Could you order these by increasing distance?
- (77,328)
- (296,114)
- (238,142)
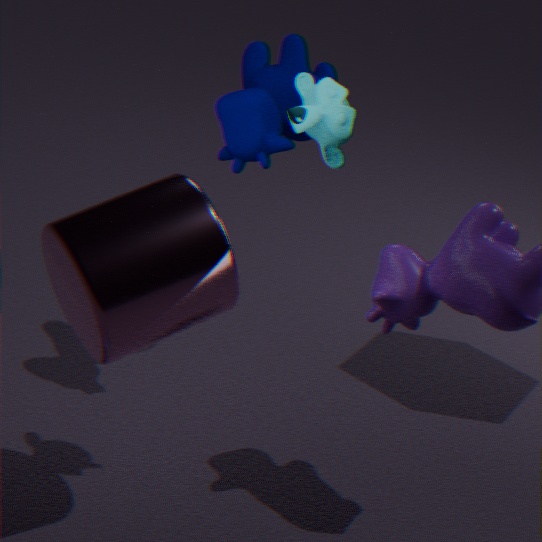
(296,114) < (77,328) < (238,142)
